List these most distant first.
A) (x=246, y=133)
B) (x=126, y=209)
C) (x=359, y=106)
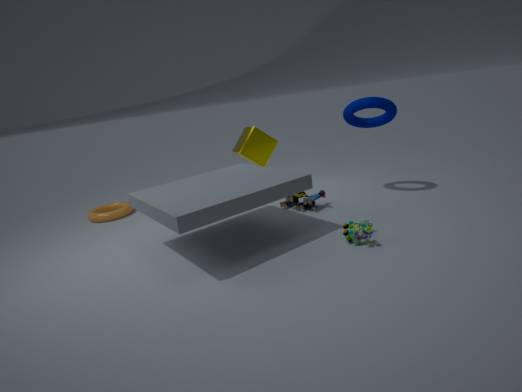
(x=126, y=209) → (x=246, y=133) → (x=359, y=106)
